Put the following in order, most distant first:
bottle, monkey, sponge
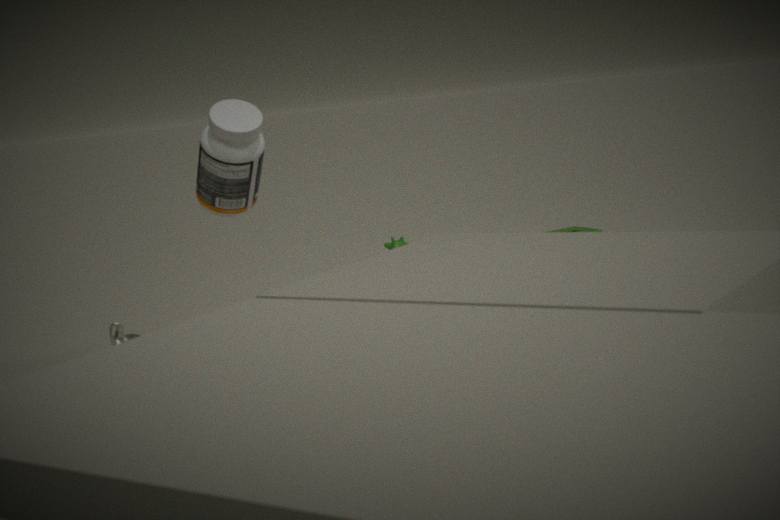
1. sponge
2. monkey
3. bottle
